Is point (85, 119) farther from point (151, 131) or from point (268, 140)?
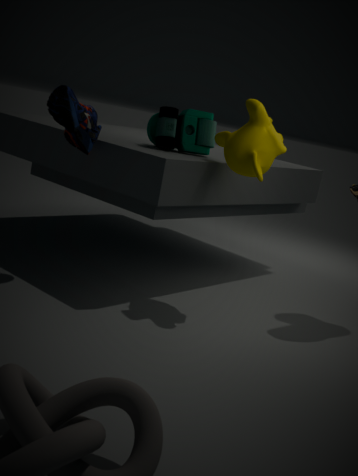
point (268, 140)
